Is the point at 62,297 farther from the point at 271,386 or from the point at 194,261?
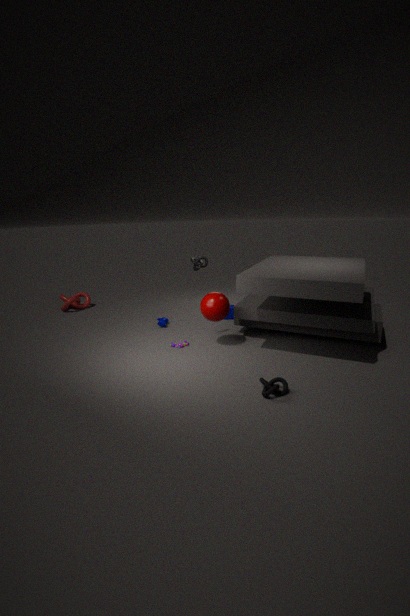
the point at 271,386
